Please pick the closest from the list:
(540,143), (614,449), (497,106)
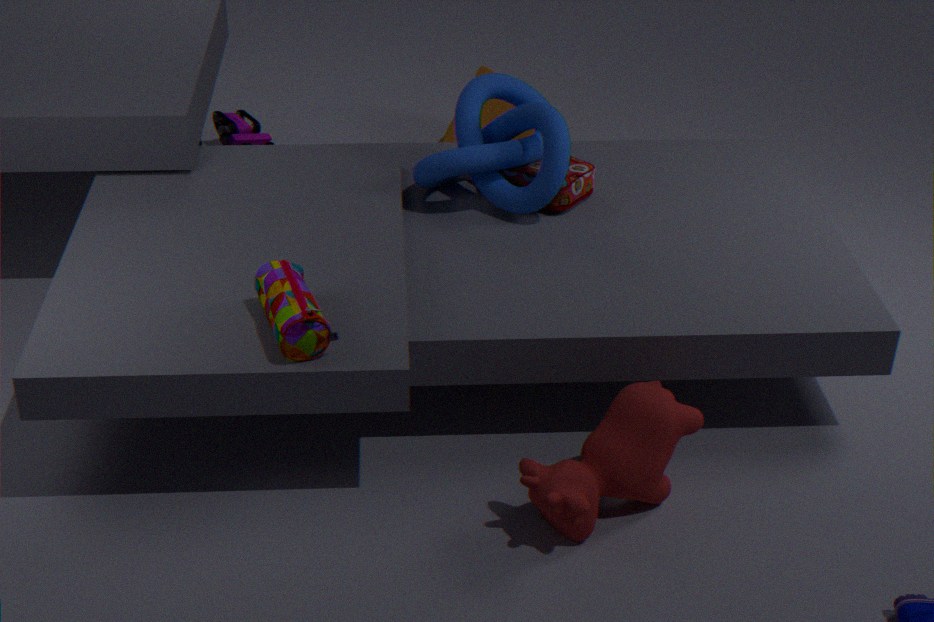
(614,449)
